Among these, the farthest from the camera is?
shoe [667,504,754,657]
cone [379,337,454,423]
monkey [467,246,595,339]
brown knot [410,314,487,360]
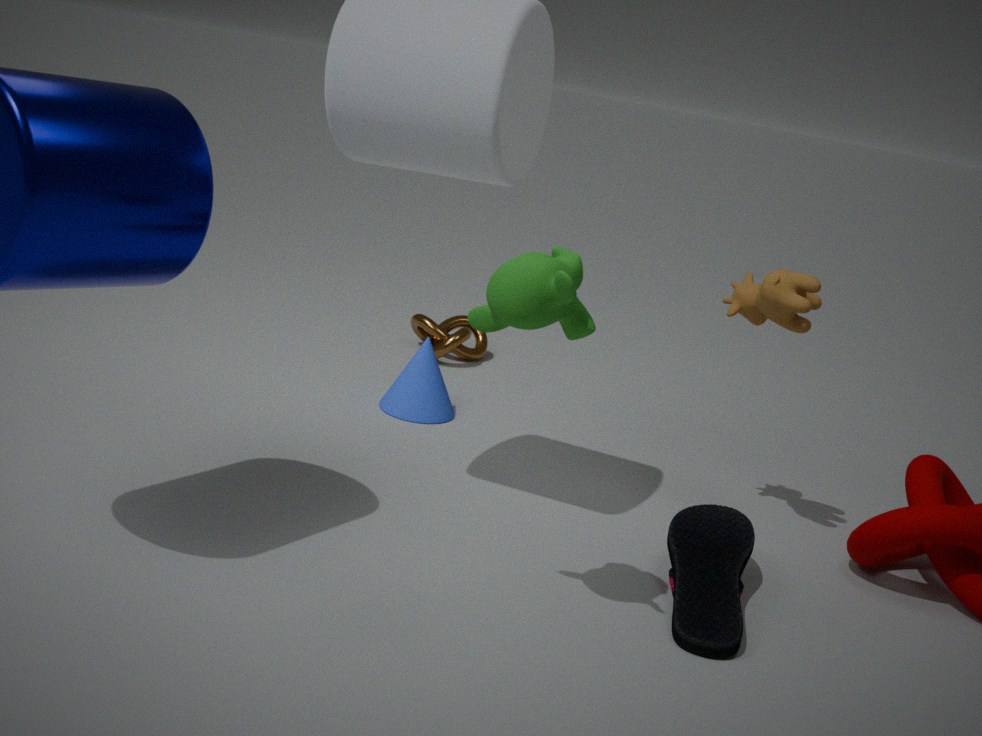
brown knot [410,314,487,360]
